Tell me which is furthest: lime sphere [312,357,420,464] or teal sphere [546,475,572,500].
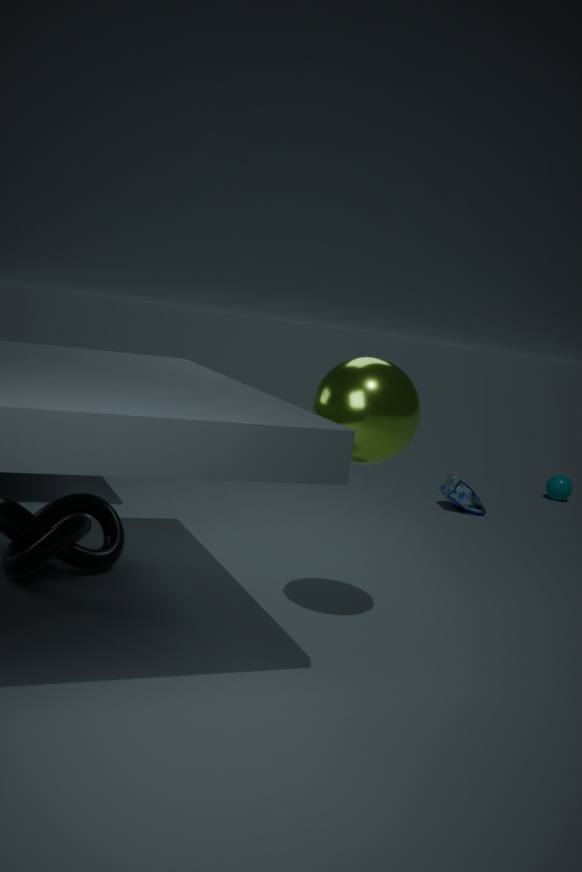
teal sphere [546,475,572,500]
